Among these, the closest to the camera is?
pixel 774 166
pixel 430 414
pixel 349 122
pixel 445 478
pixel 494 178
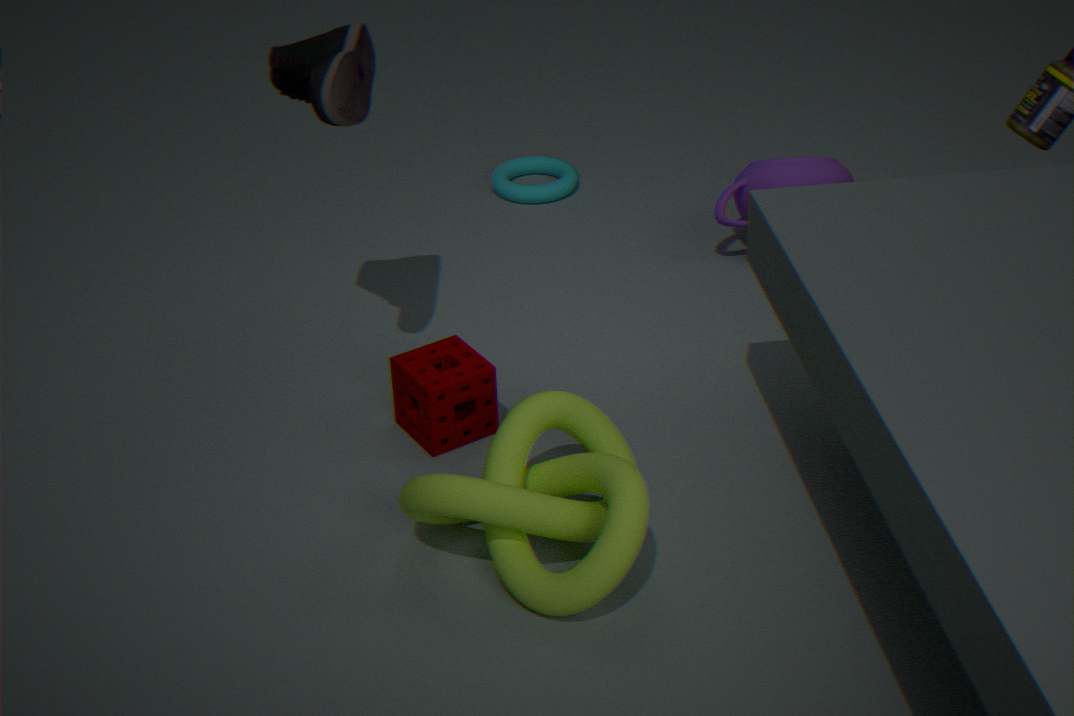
pixel 445 478
